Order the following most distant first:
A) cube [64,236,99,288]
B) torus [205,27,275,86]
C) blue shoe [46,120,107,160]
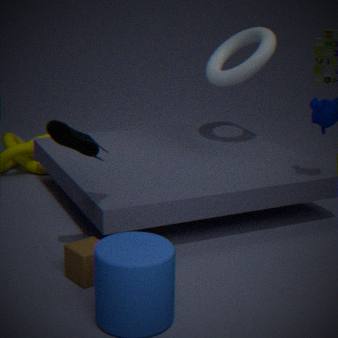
torus [205,27,275,86]
cube [64,236,99,288]
blue shoe [46,120,107,160]
